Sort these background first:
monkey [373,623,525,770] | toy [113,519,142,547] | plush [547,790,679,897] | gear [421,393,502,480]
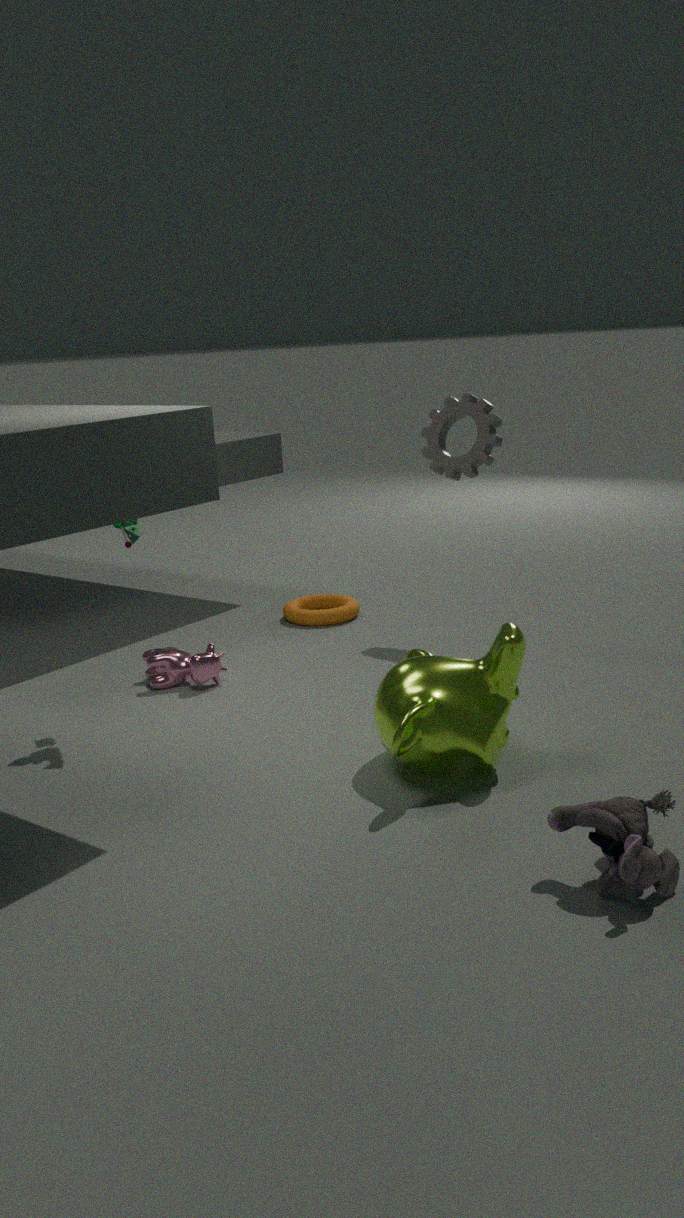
gear [421,393,502,480] < toy [113,519,142,547] < monkey [373,623,525,770] < plush [547,790,679,897]
